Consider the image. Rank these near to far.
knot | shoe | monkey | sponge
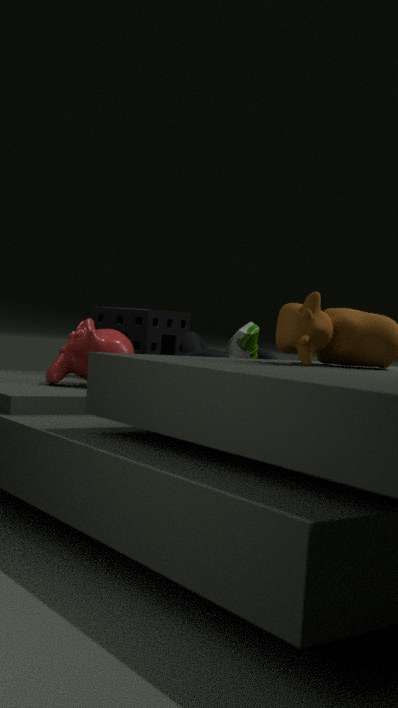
shoe → knot → monkey → sponge
